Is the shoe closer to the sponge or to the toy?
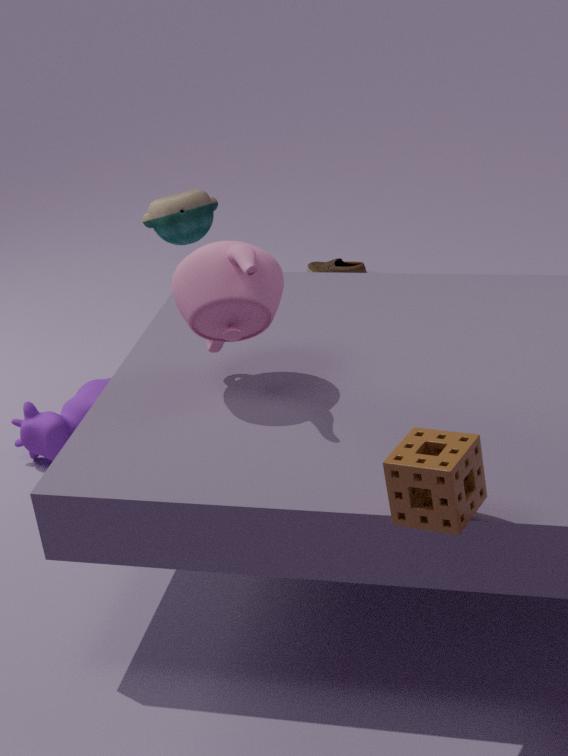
the toy
